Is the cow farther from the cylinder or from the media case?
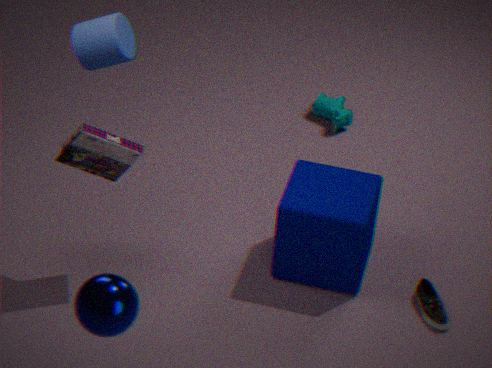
the cylinder
